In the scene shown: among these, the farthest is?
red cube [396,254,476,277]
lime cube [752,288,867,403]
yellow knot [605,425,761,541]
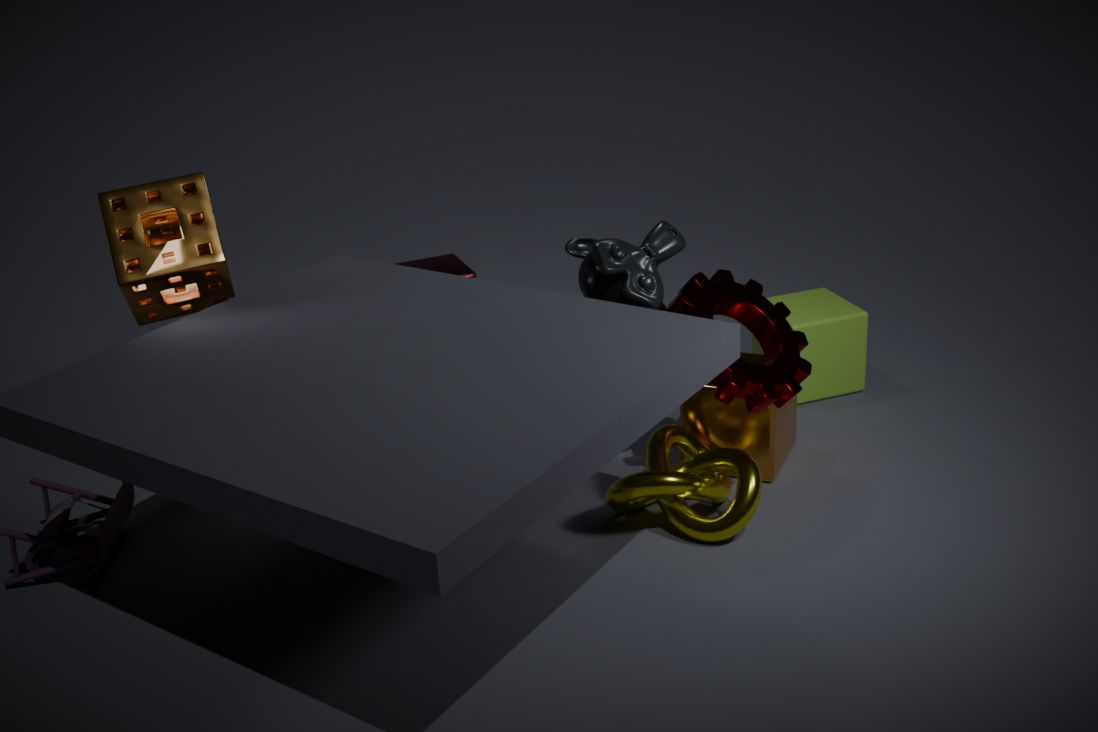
red cube [396,254,476,277]
